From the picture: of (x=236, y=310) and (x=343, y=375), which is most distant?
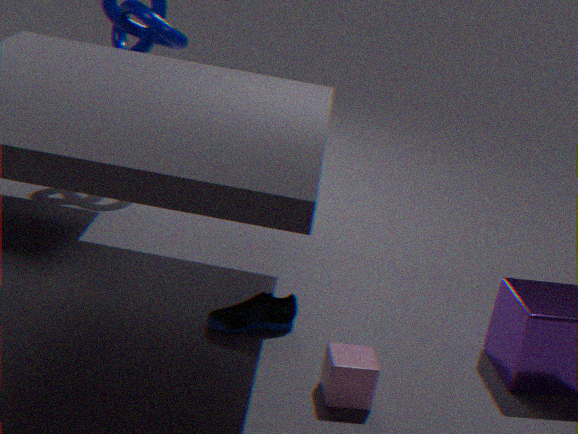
(x=236, y=310)
